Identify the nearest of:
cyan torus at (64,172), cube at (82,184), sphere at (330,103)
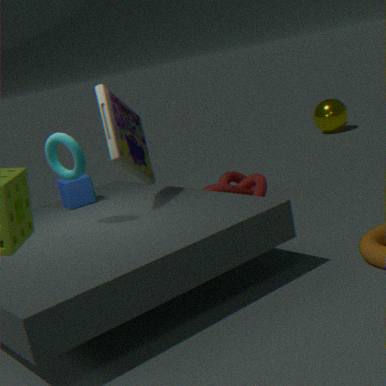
cyan torus at (64,172)
